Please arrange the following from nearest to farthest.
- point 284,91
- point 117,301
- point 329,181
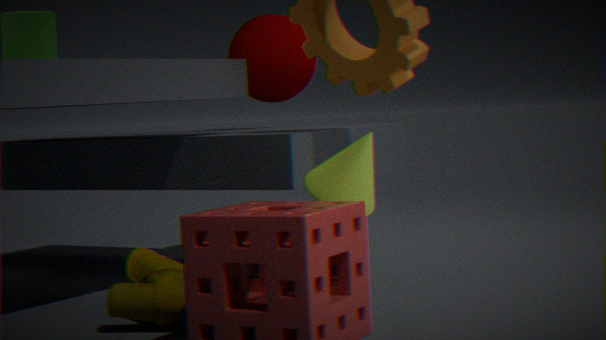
point 329,181
point 117,301
point 284,91
